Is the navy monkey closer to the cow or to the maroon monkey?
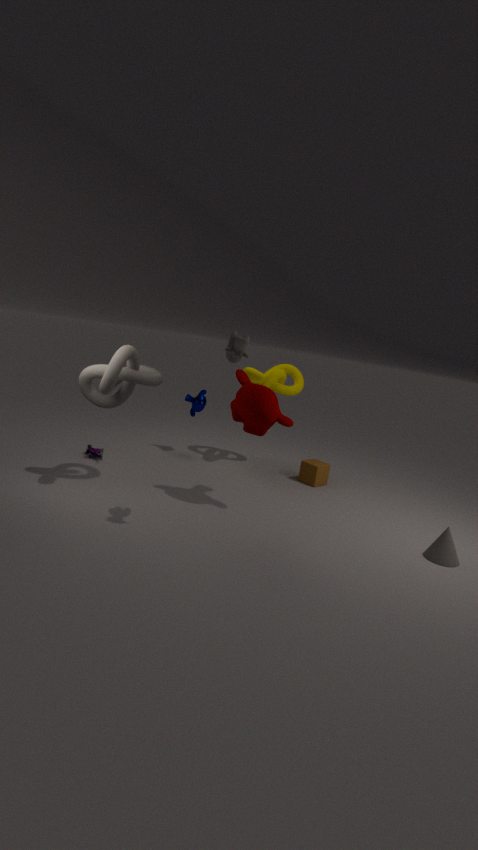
the maroon monkey
